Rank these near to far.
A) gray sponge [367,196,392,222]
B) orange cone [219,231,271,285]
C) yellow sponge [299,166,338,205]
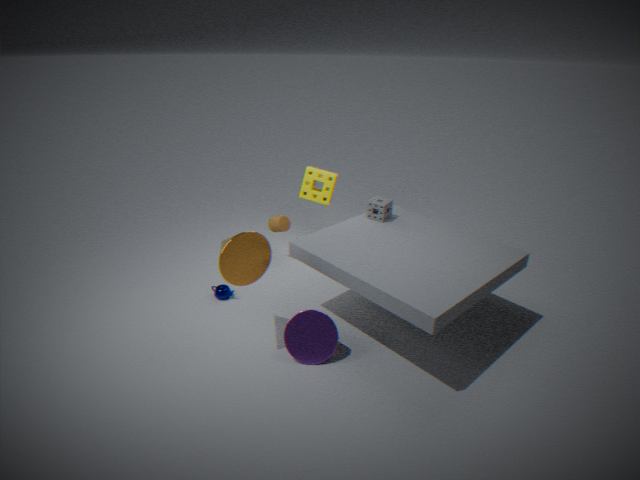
orange cone [219,231,271,285], gray sponge [367,196,392,222], yellow sponge [299,166,338,205]
